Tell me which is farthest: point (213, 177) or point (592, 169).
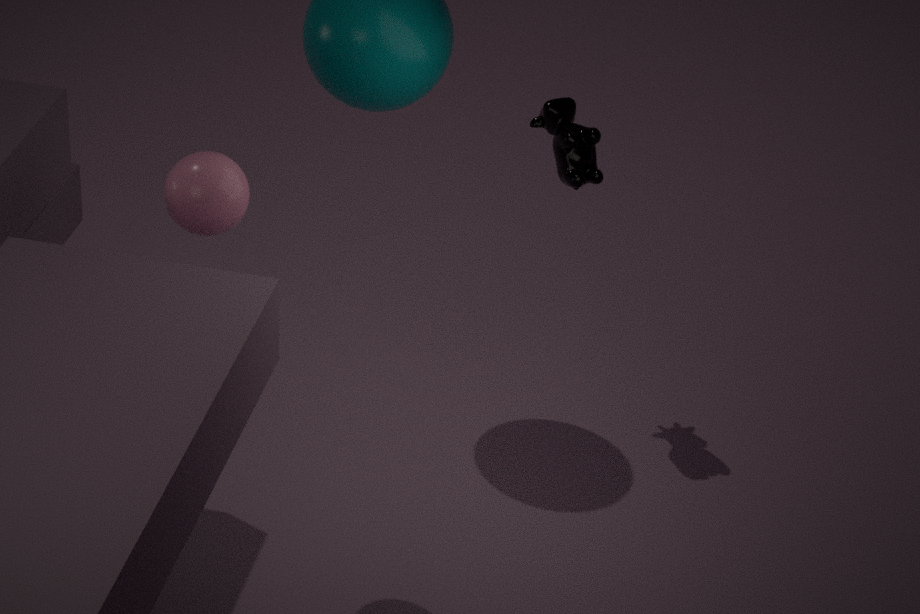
point (592, 169)
